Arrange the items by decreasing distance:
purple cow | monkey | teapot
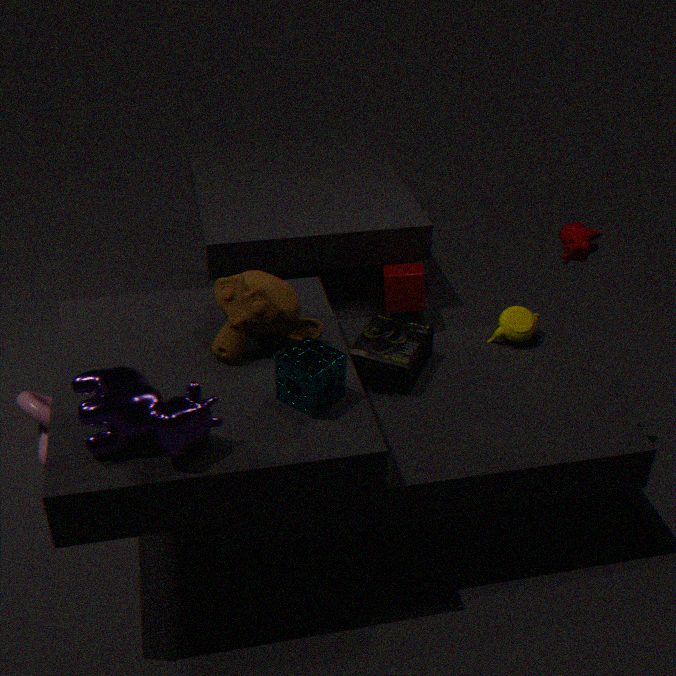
teapot, monkey, purple cow
